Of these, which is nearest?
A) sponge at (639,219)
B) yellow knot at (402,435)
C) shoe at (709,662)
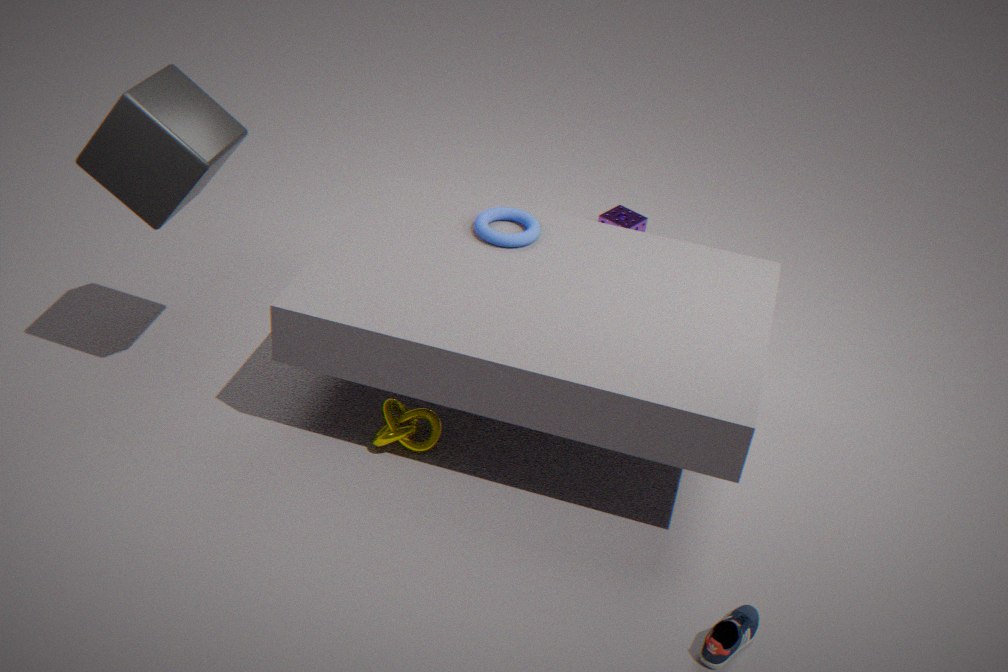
shoe at (709,662)
